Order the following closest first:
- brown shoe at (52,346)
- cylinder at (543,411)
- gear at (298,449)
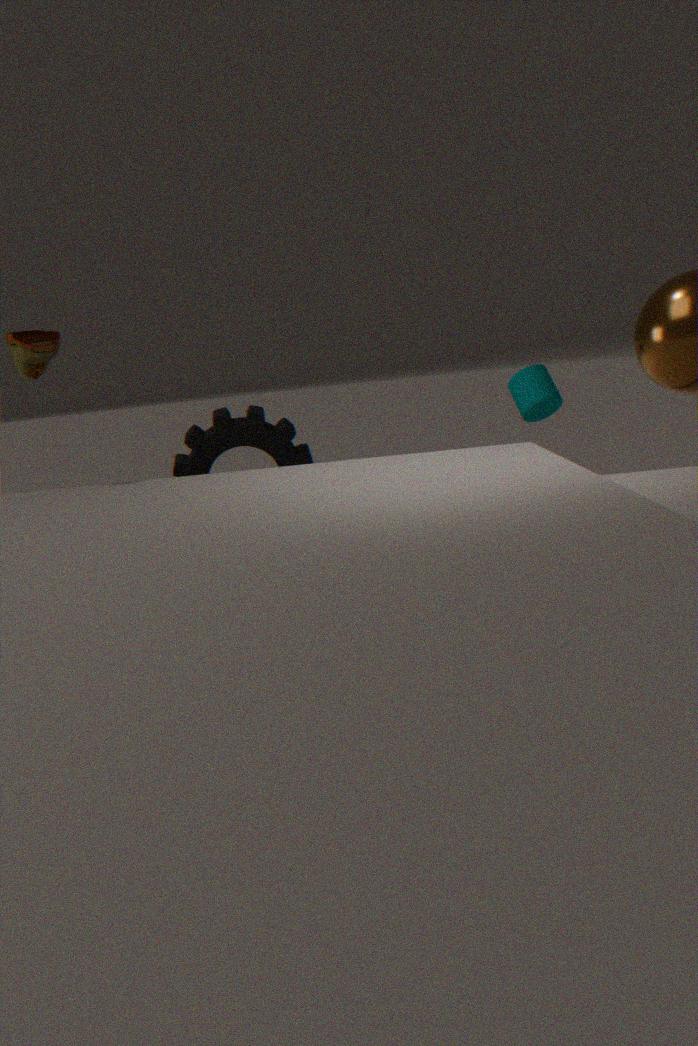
brown shoe at (52,346), gear at (298,449), cylinder at (543,411)
